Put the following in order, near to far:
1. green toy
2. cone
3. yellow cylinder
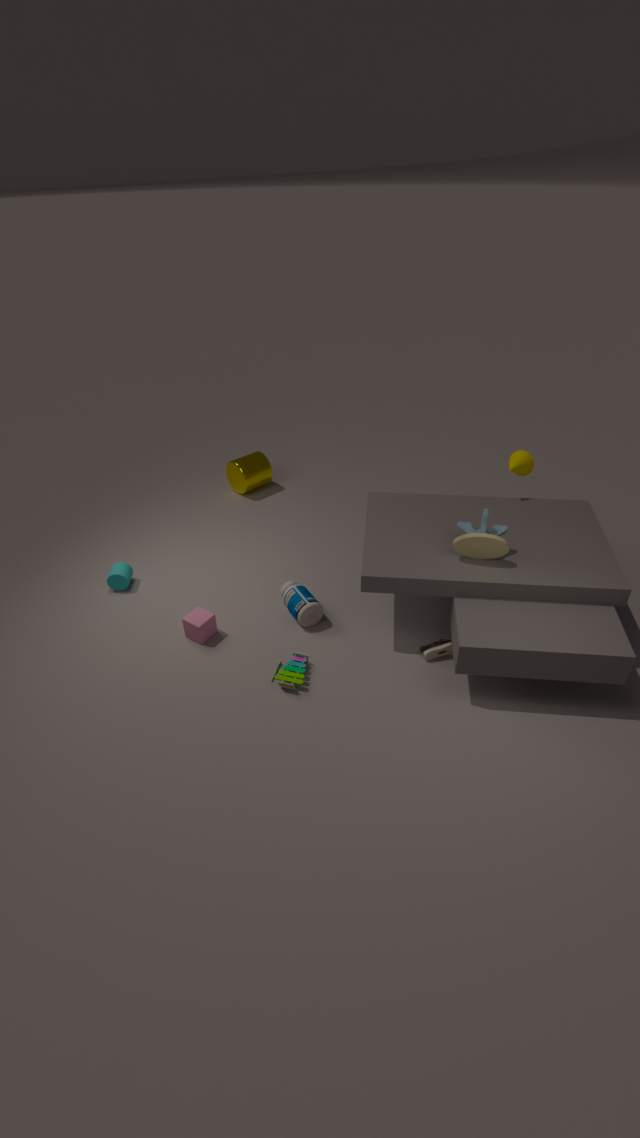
green toy < cone < yellow cylinder
